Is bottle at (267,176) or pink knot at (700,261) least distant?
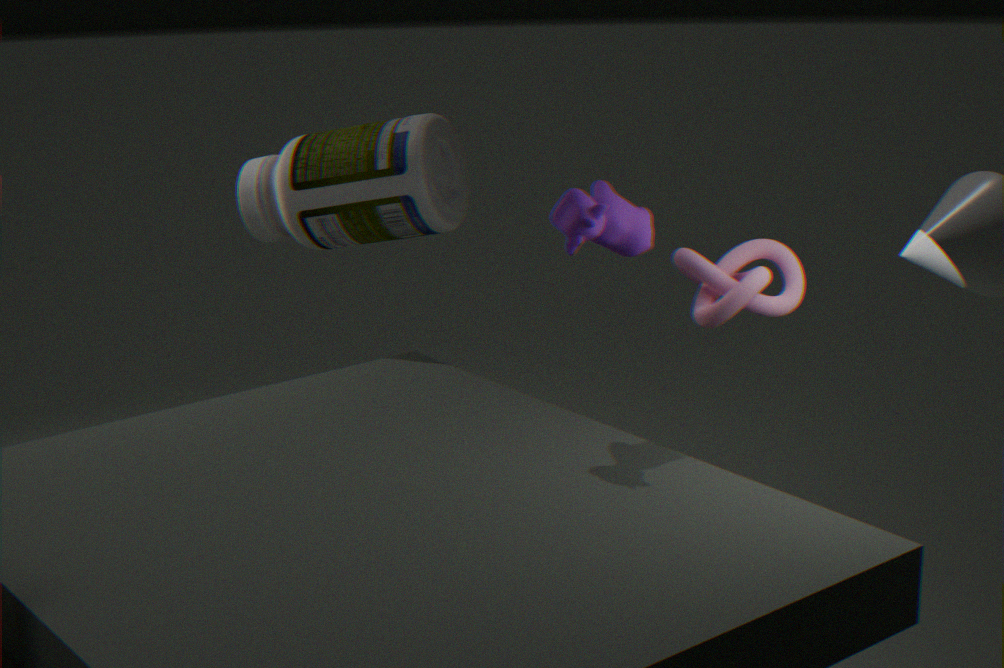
pink knot at (700,261)
